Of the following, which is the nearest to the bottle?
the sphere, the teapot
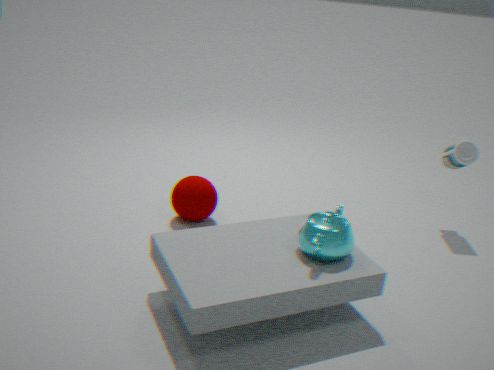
the teapot
